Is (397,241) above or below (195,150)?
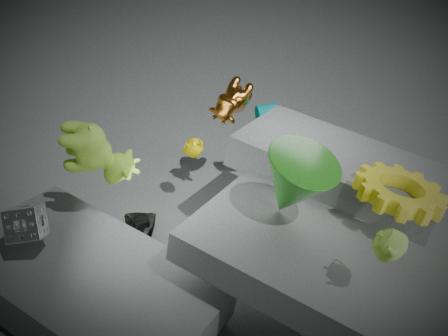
above
